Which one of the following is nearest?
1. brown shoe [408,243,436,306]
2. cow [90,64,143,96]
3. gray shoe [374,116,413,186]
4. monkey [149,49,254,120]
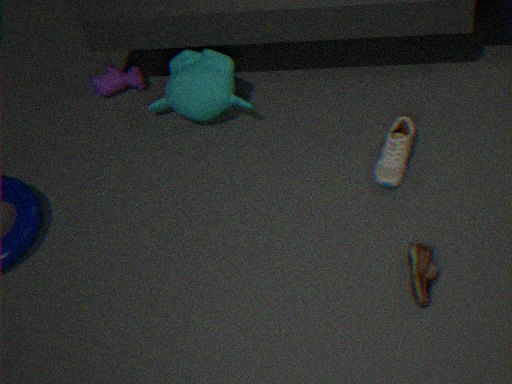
brown shoe [408,243,436,306]
